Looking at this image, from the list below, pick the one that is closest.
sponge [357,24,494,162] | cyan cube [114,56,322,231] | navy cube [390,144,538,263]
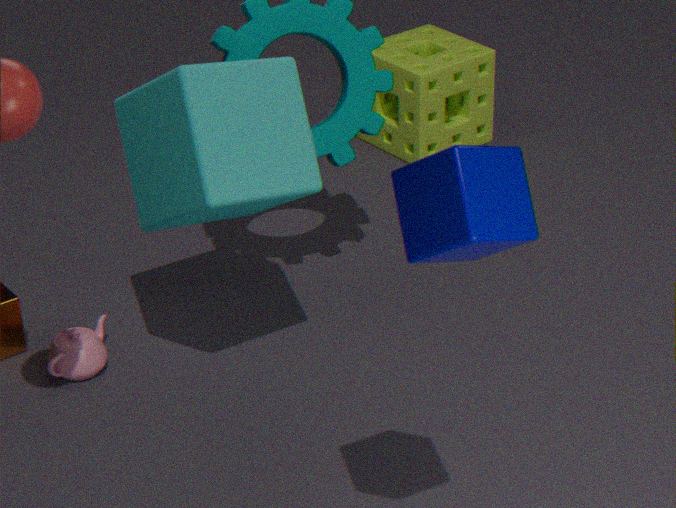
navy cube [390,144,538,263]
